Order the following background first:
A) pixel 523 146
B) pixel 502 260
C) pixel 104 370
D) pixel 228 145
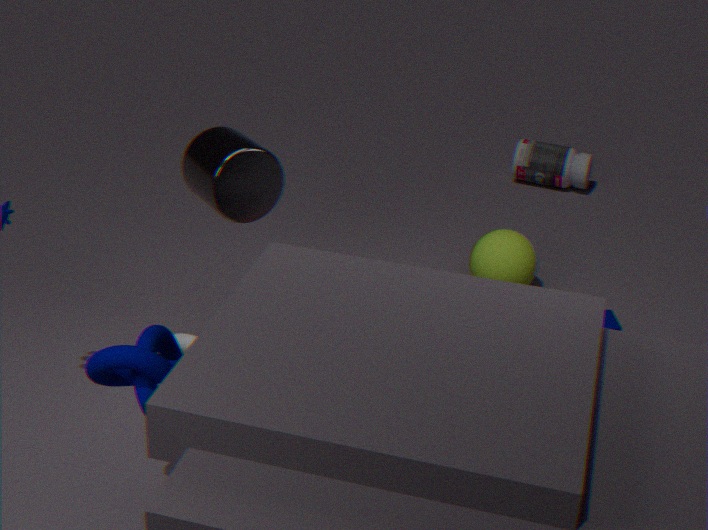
pixel 523 146
pixel 502 260
pixel 228 145
pixel 104 370
